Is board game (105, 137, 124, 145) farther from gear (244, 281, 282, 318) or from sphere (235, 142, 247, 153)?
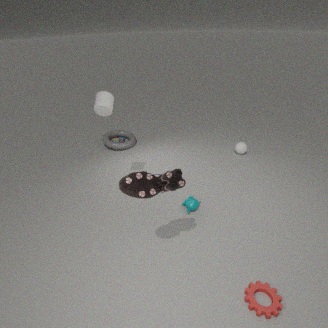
gear (244, 281, 282, 318)
